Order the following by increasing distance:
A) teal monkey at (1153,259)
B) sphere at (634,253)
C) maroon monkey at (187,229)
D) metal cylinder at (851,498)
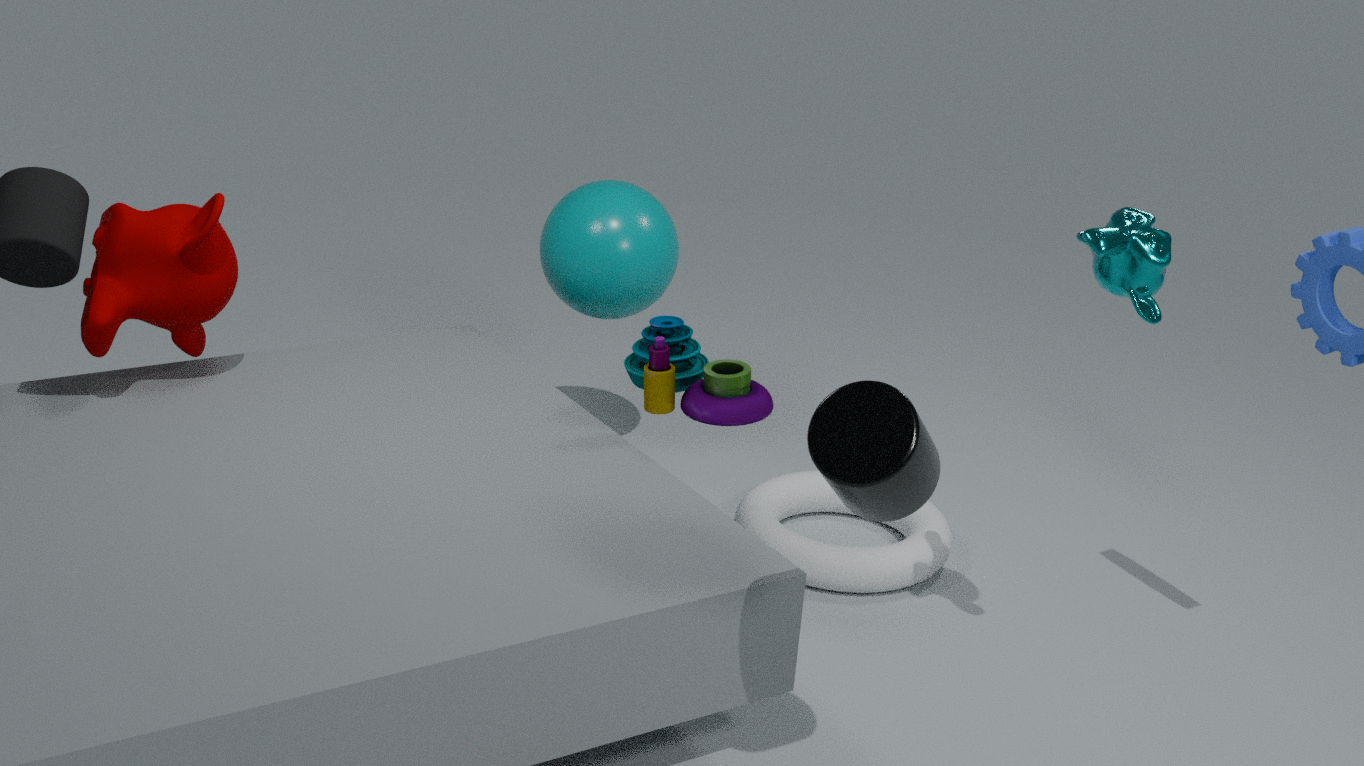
metal cylinder at (851,498) → teal monkey at (1153,259) → maroon monkey at (187,229) → sphere at (634,253)
